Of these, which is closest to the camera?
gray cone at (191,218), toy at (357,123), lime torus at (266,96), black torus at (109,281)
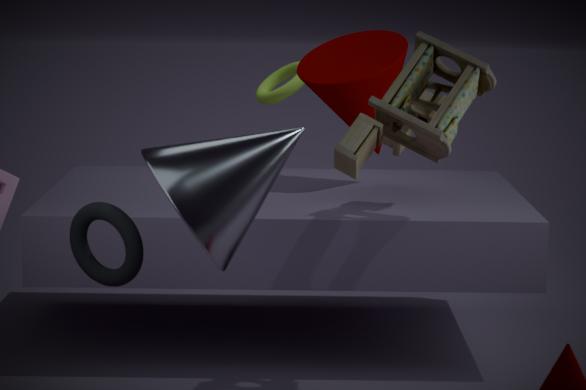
gray cone at (191,218)
